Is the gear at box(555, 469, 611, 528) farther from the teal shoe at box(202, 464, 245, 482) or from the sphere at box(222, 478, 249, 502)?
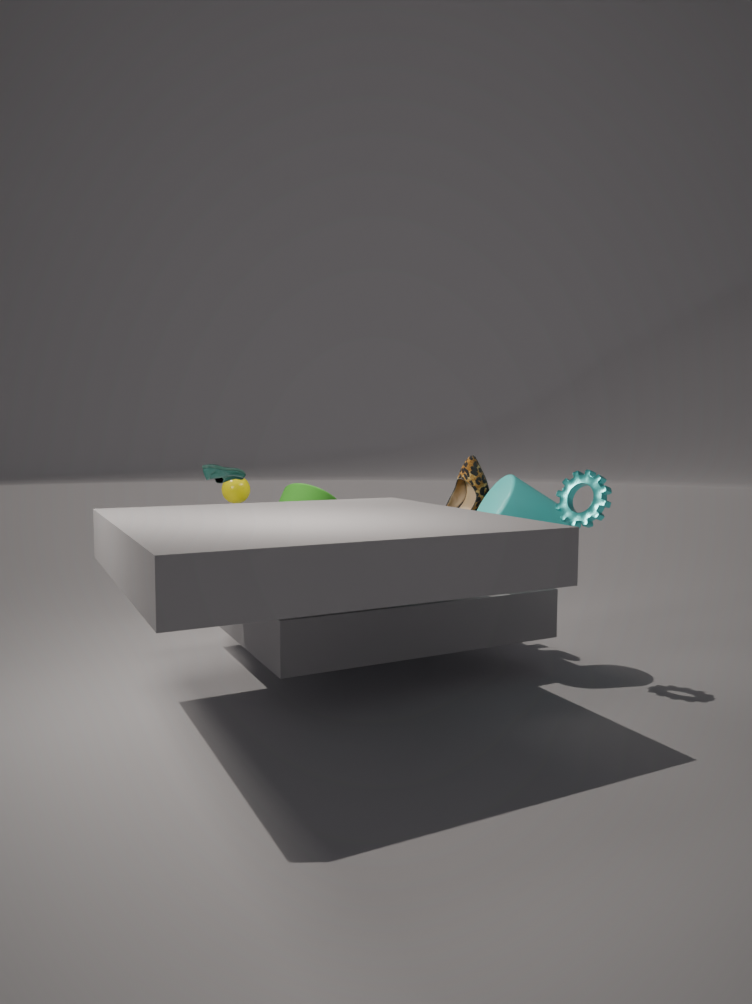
the sphere at box(222, 478, 249, 502)
